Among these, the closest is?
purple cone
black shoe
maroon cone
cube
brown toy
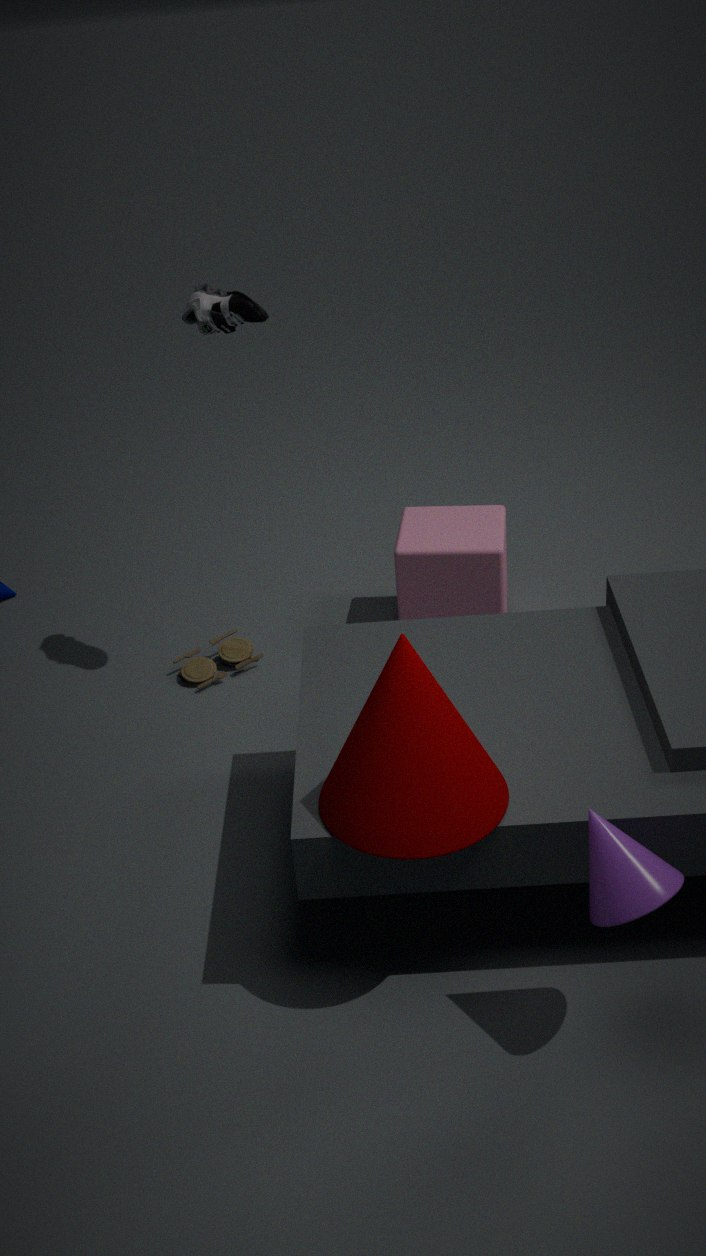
purple cone
